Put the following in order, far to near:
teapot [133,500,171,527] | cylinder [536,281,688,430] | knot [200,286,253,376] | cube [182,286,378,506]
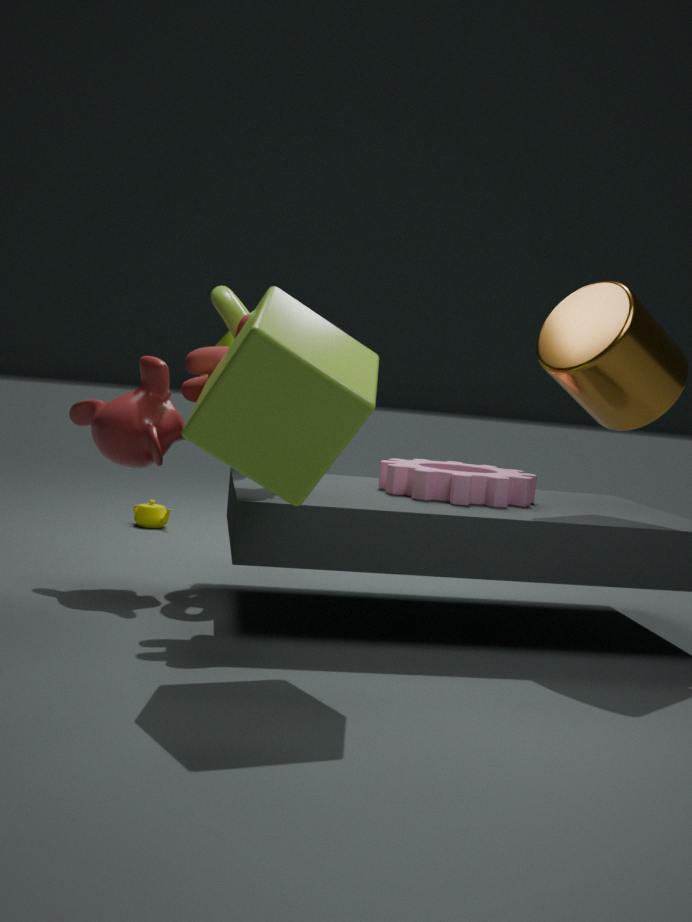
1. teapot [133,500,171,527]
2. knot [200,286,253,376]
3. cylinder [536,281,688,430]
4. cube [182,286,378,506]
